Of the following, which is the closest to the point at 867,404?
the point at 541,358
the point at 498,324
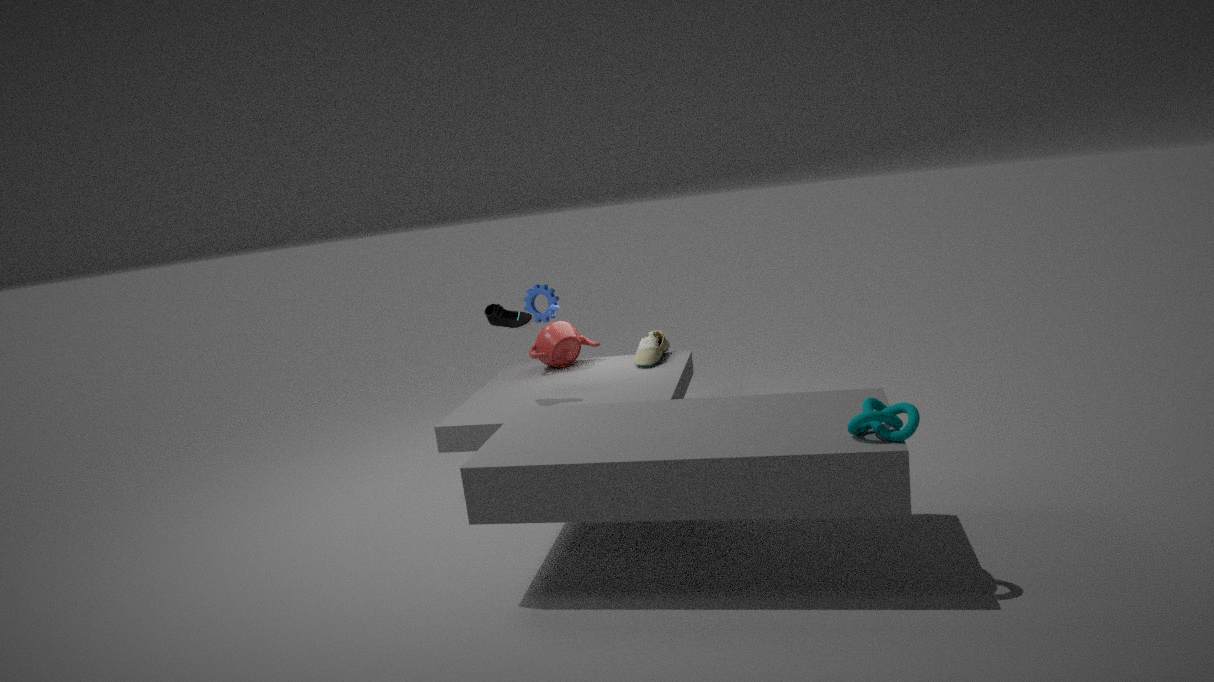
the point at 498,324
